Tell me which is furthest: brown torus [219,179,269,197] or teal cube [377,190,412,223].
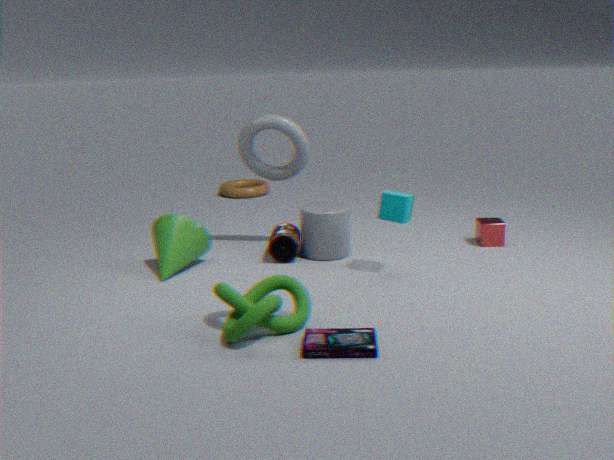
brown torus [219,179,269,197]
